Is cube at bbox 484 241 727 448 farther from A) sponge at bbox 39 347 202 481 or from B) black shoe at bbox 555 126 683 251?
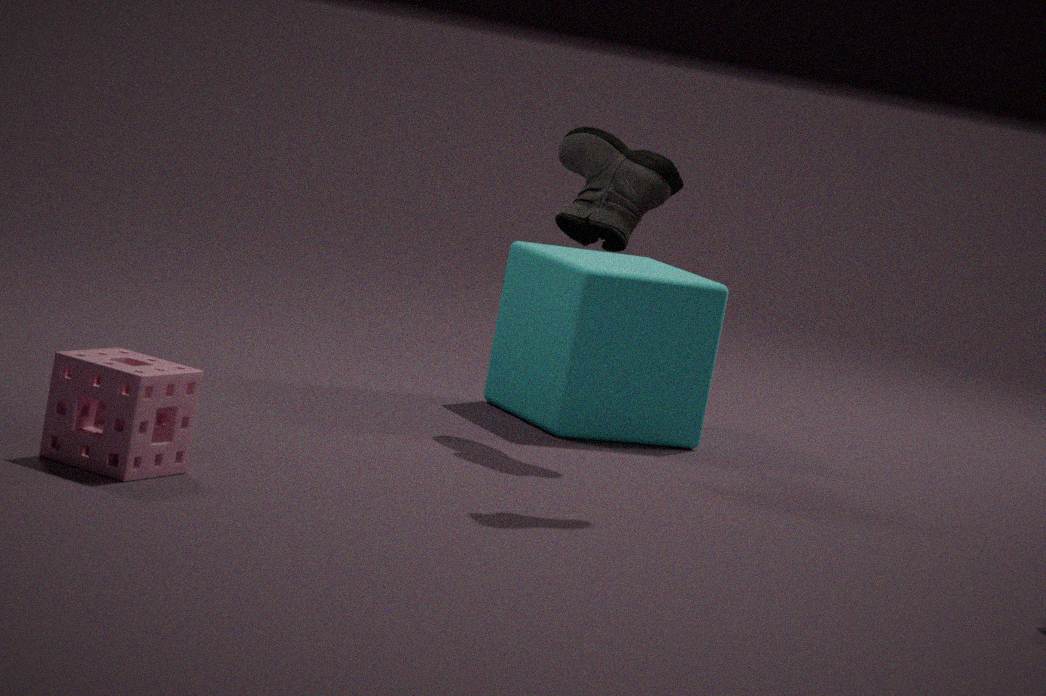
A) sponge at bbox 39 347 202 481
